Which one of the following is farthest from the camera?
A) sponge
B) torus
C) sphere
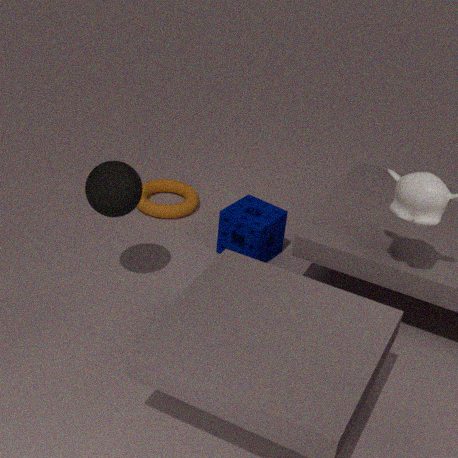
torus
